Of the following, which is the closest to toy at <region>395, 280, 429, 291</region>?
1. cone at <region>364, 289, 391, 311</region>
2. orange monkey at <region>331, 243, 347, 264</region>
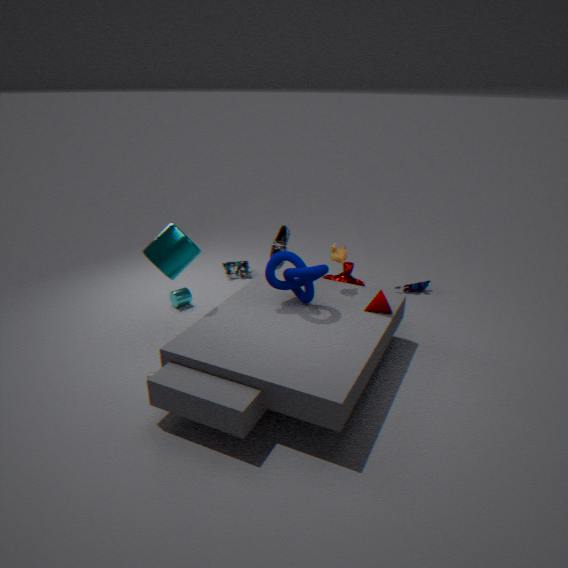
orange monkey at <region>331, 243, 347, 264</region>
